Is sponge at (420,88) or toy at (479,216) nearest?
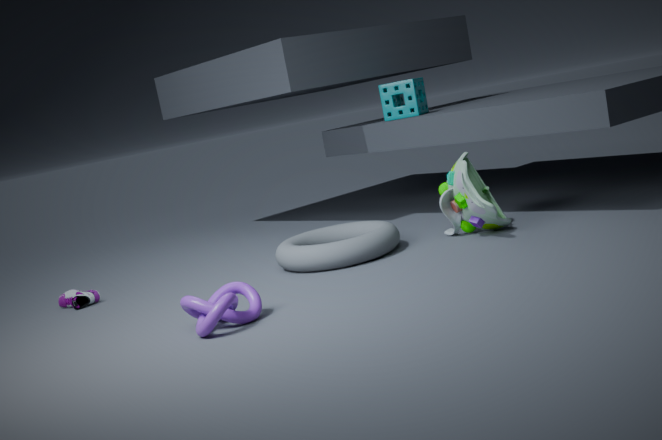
toy at (479,216)
